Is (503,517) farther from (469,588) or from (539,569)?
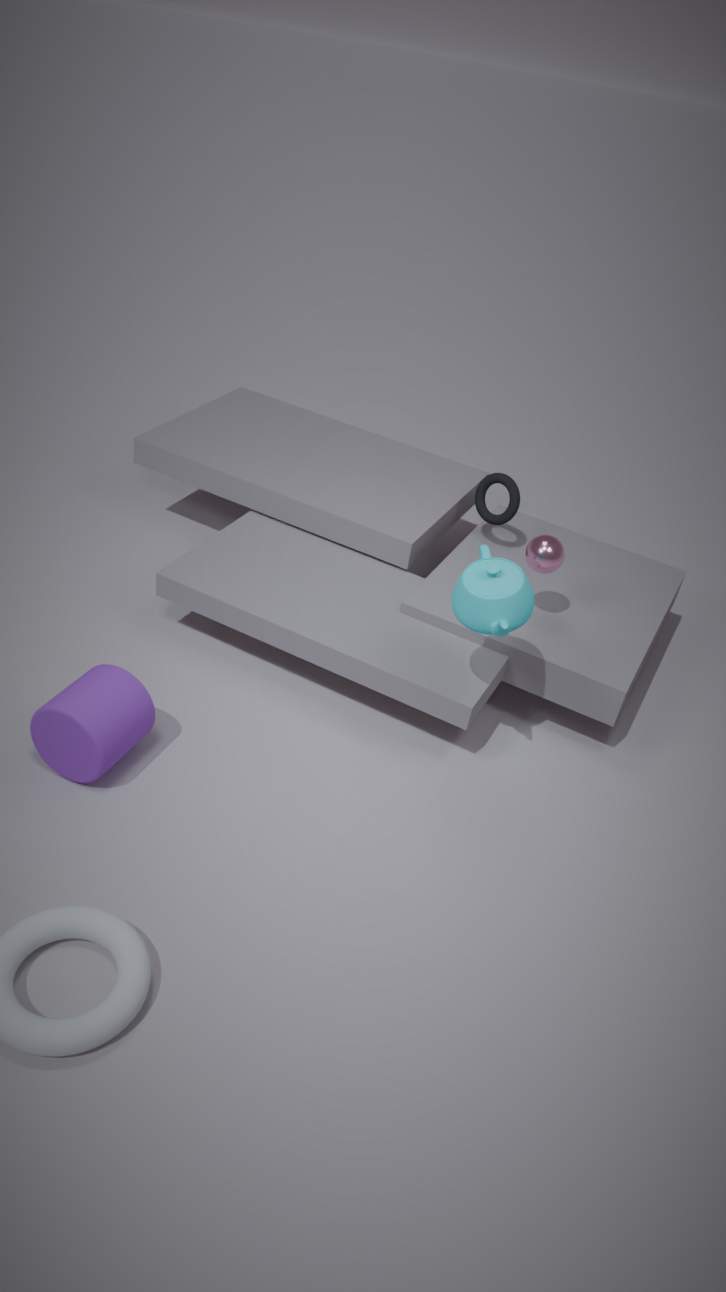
(469,588)
